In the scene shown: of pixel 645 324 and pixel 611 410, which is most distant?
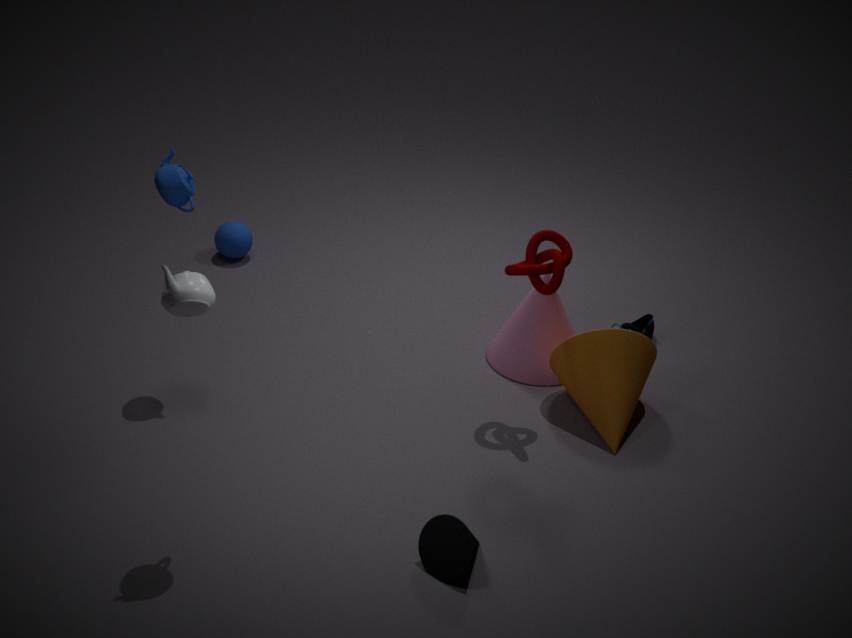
pixel 645 324
